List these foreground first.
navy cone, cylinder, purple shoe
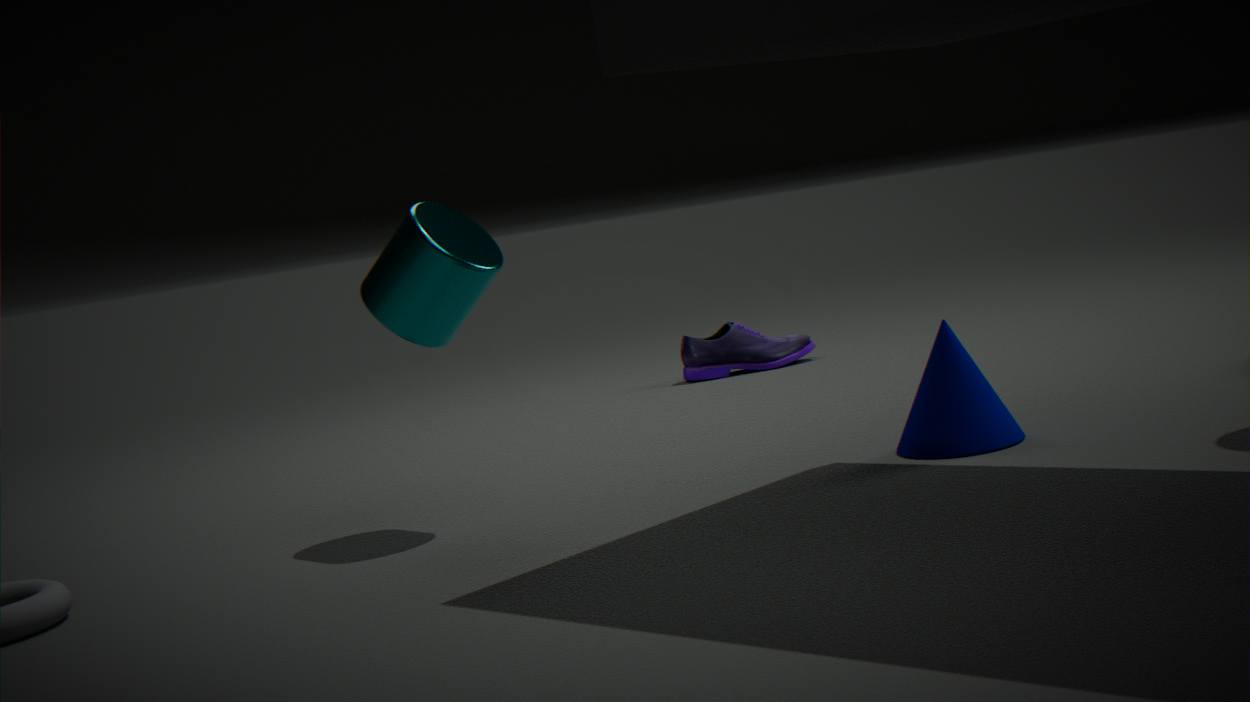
cylinder, navy cone, purple shoe
